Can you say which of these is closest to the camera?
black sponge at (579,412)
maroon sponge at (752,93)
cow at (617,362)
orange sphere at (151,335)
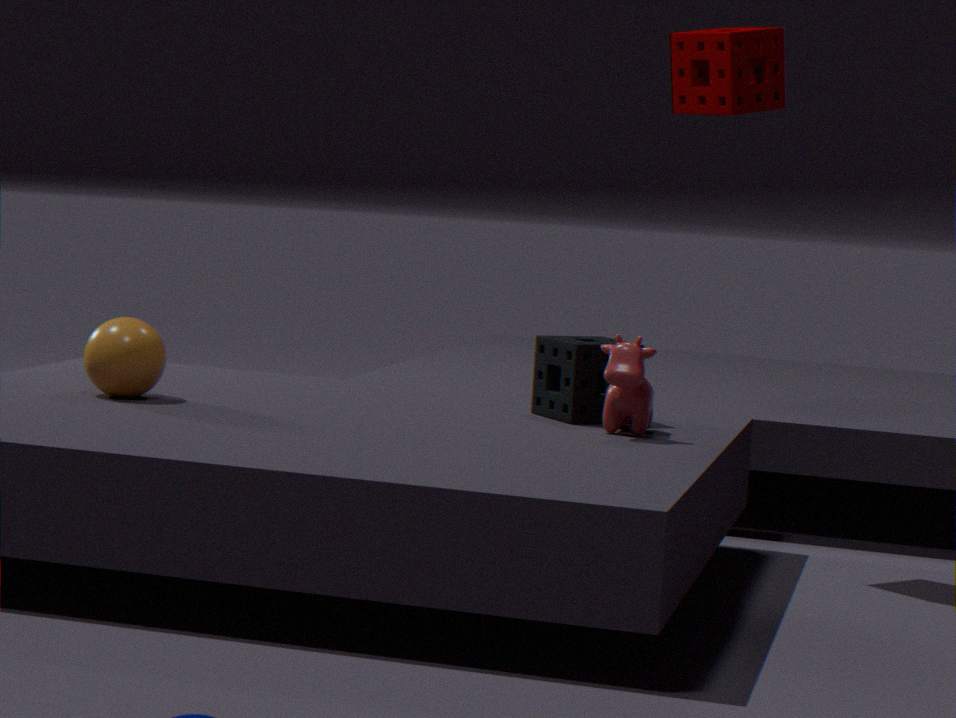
cow at (617,362)
